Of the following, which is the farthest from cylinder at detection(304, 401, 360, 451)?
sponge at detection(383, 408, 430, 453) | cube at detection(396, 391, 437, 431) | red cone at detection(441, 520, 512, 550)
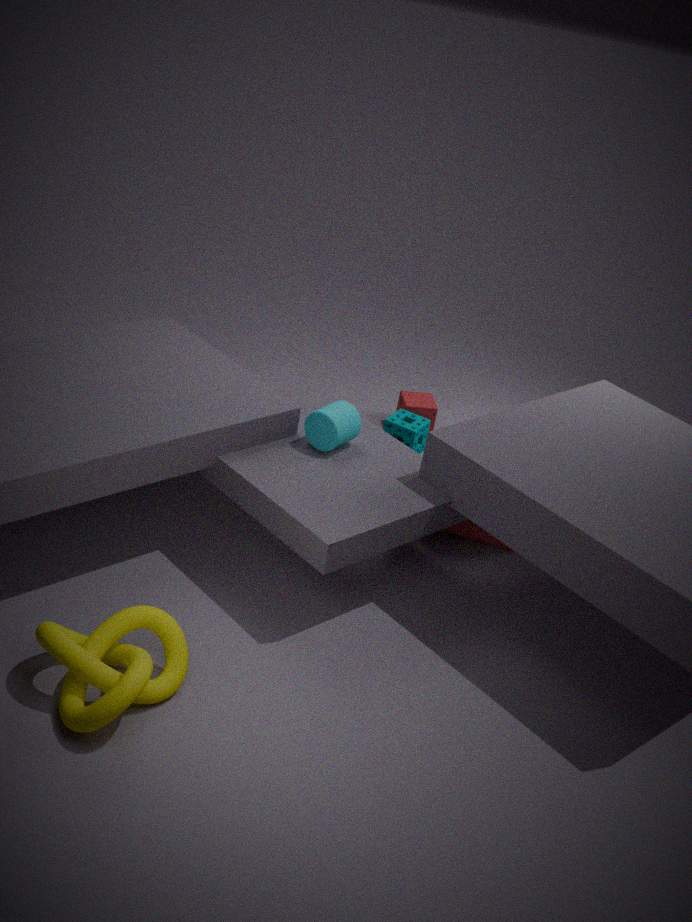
cube at detection(396, 391, 437, 431)
